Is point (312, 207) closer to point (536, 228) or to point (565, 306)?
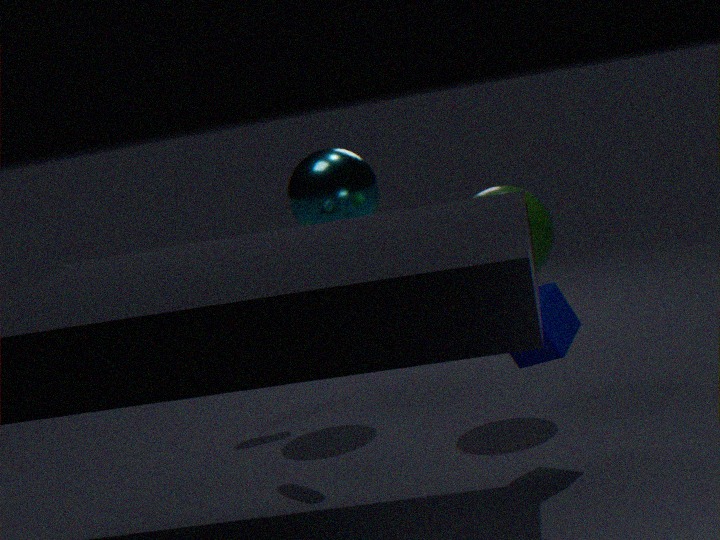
point (536, 228)
